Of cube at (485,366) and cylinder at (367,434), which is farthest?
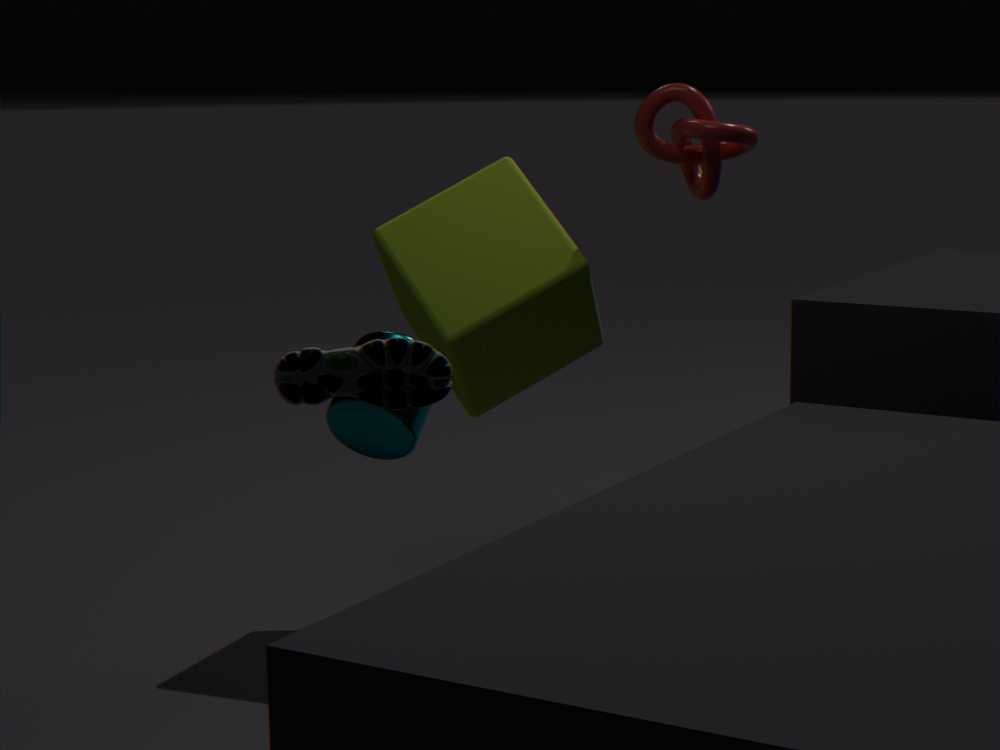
cube at (485,366)
